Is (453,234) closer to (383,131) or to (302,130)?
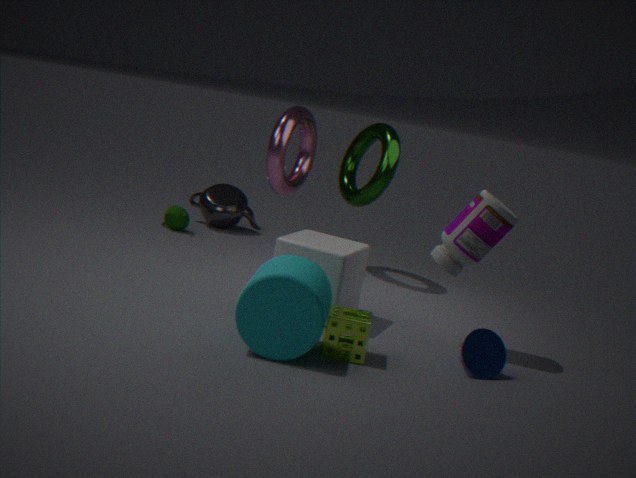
(383,131)
